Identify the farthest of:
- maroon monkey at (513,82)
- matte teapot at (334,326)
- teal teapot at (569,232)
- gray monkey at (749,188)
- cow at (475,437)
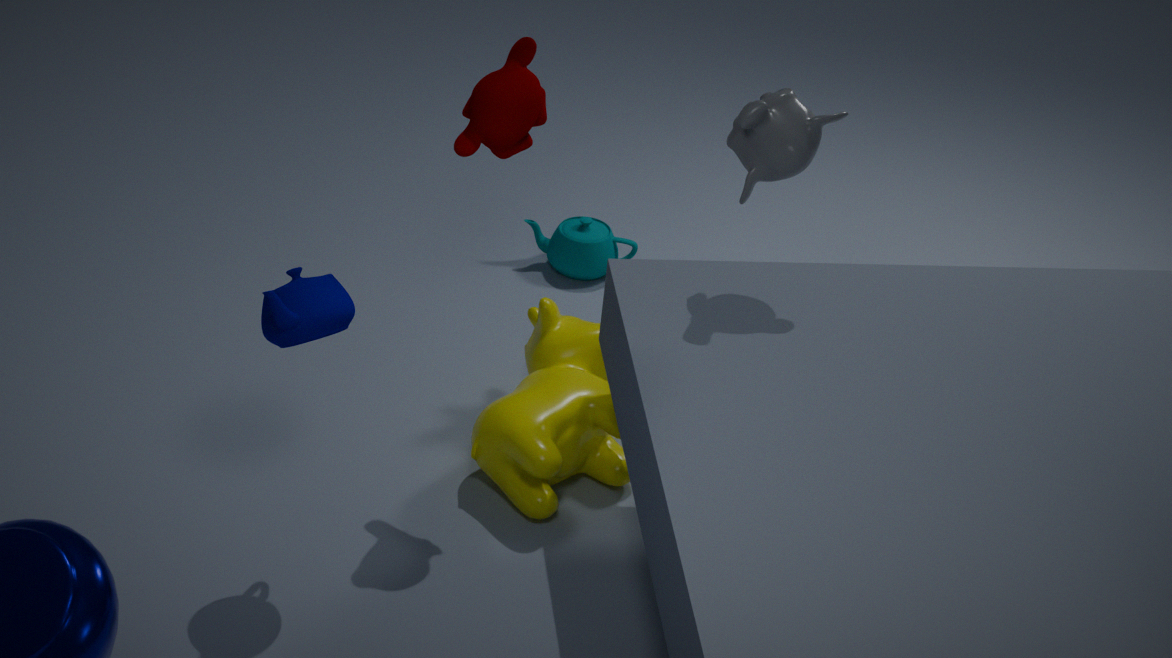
teal teapot at (569,232)
